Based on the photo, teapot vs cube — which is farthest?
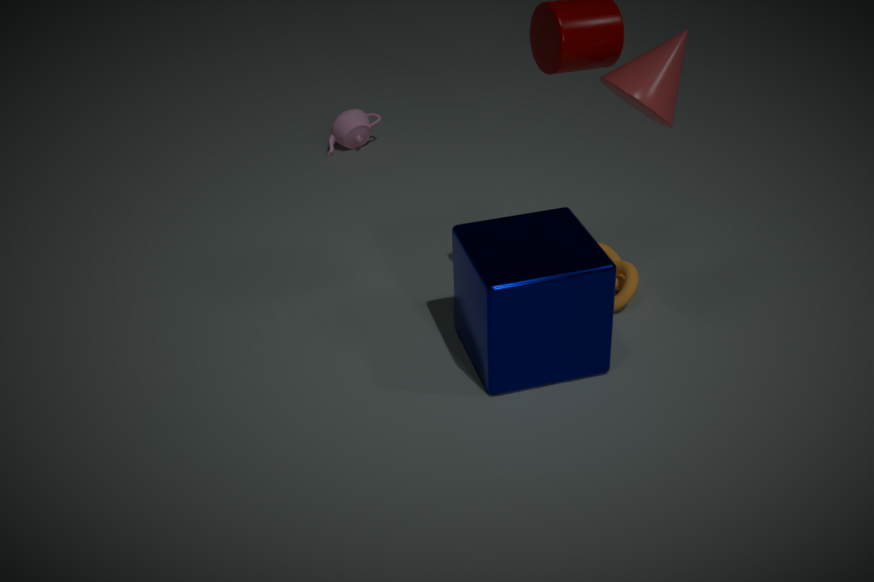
teapot
